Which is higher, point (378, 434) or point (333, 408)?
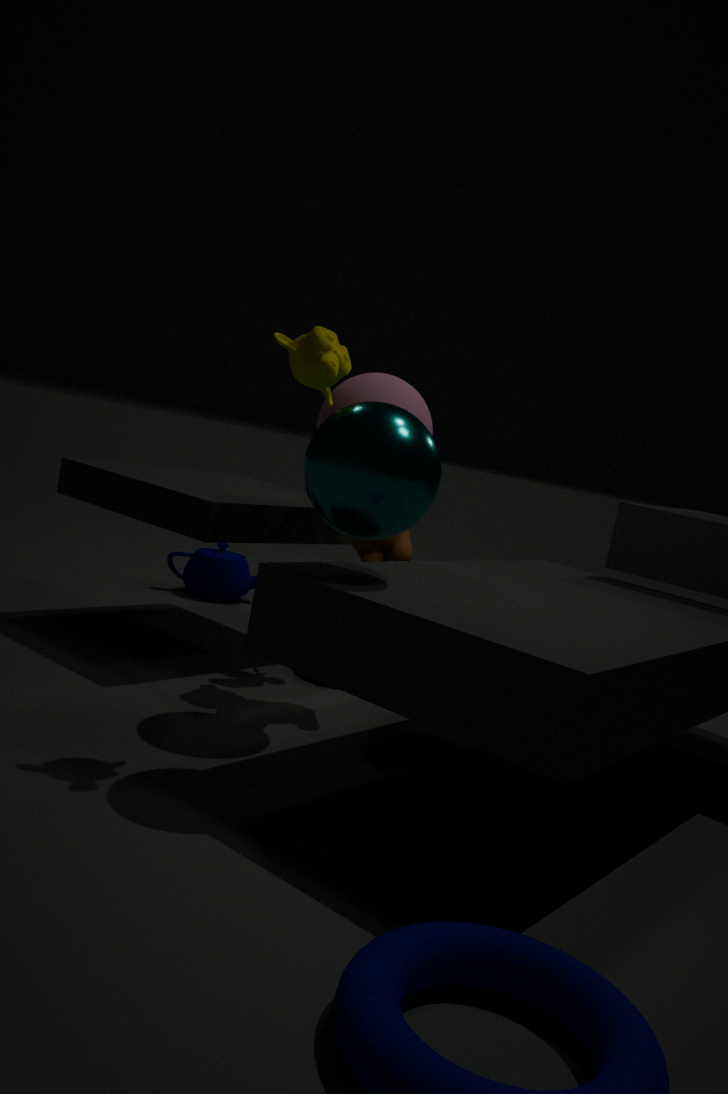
point (333, 408)
